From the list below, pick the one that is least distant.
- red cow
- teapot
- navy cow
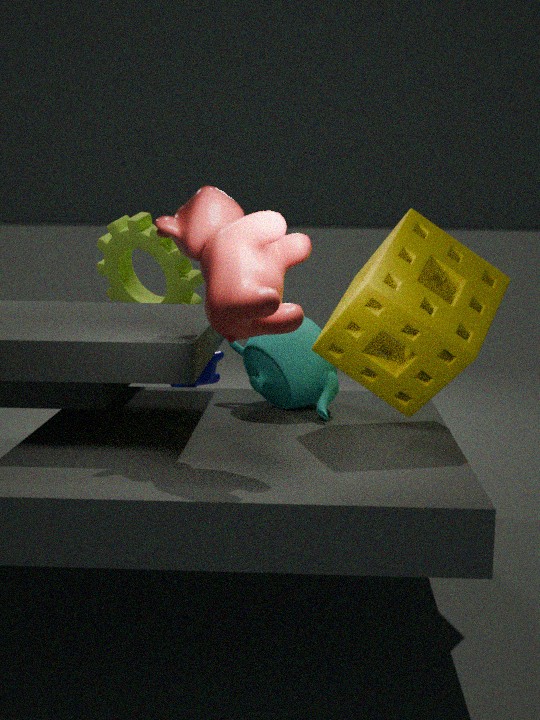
red cow
